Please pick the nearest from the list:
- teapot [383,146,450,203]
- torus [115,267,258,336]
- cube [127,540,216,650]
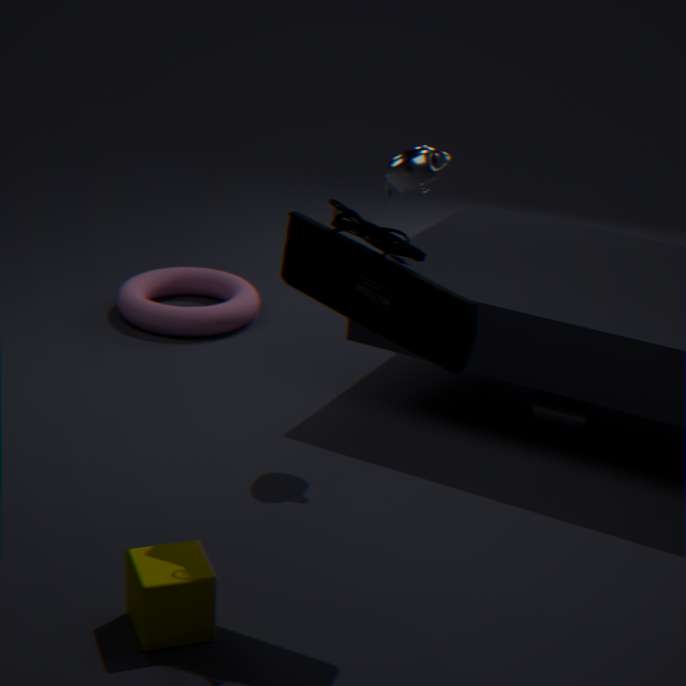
cube [127,540,216,650]
